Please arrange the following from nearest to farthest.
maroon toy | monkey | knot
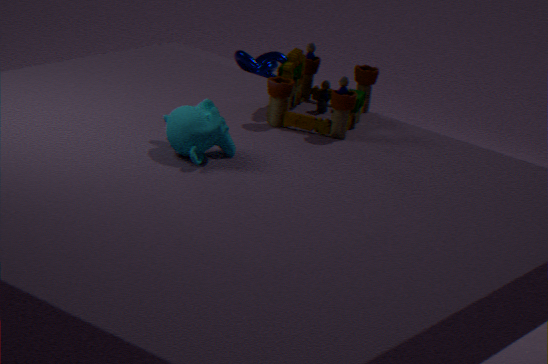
monkey, maroon toy, knot
